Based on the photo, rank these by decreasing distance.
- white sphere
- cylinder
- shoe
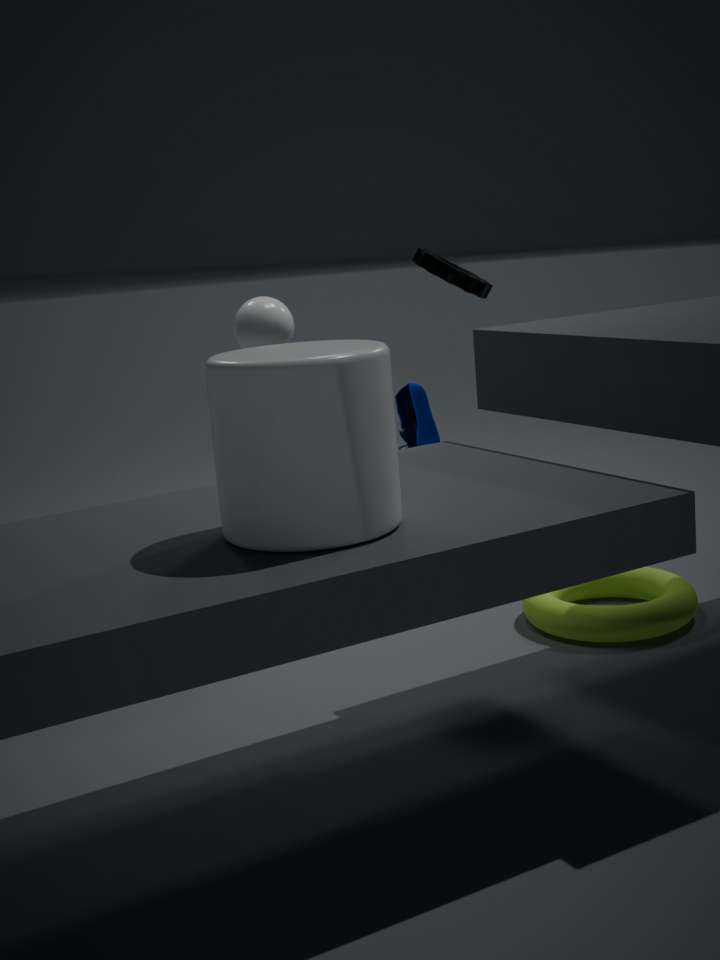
shoe < white sphere < cylinder
